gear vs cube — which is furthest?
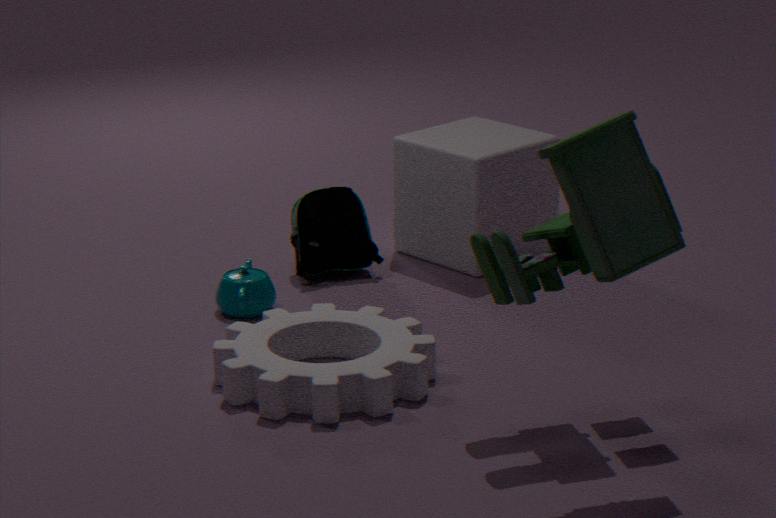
cube
